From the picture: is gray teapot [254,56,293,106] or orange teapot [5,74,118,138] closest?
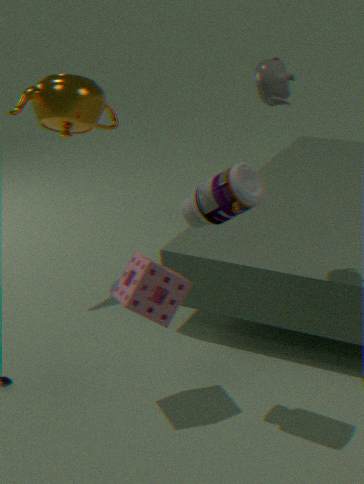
gray teapot [254,56,293,106]
